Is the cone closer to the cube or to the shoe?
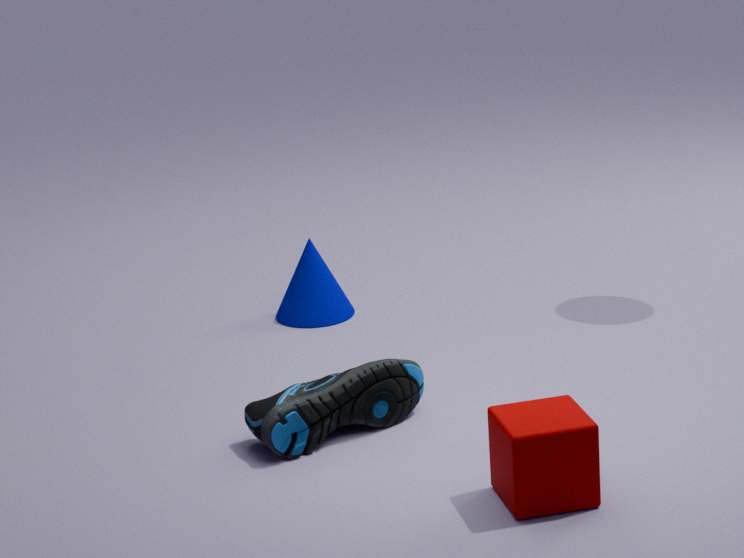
the shoe
